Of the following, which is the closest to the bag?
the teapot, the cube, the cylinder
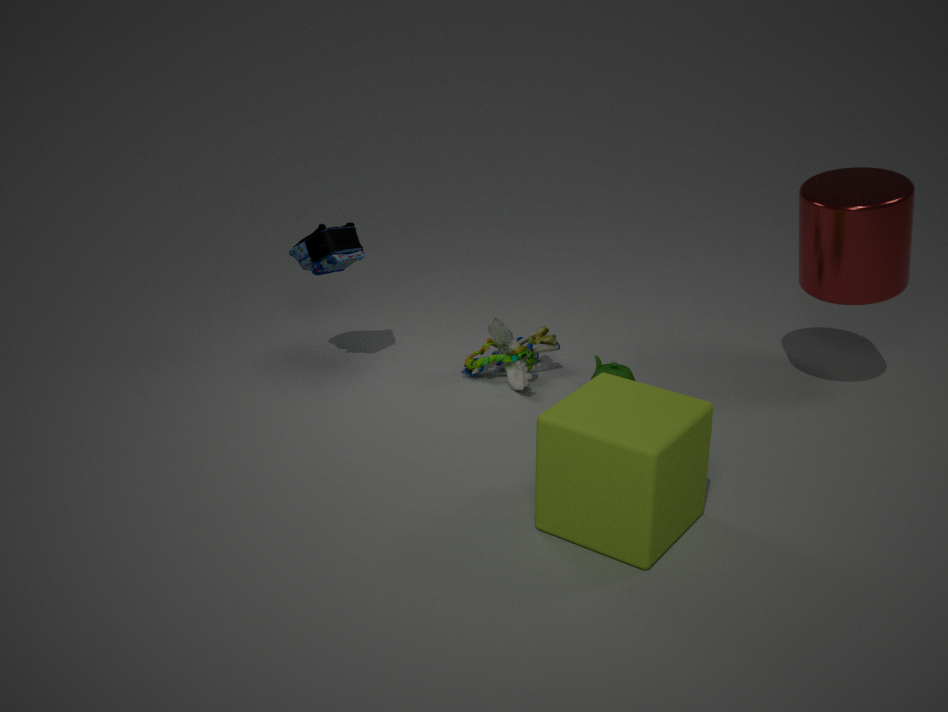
the teapot
